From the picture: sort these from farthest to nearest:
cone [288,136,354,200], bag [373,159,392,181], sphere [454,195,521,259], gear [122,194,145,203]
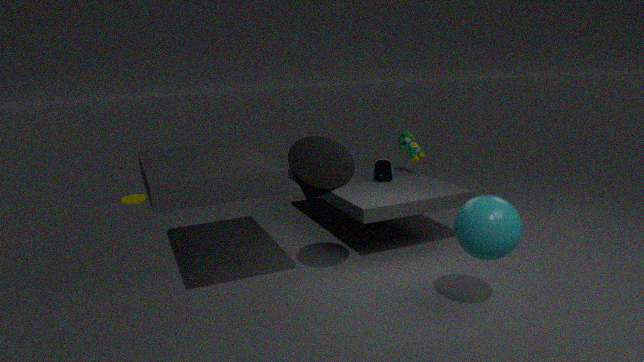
gear [122,194,145,203]
bag [373,159,392,181]
cone [288,136,354,200]
sphere [454,195,521,259]
